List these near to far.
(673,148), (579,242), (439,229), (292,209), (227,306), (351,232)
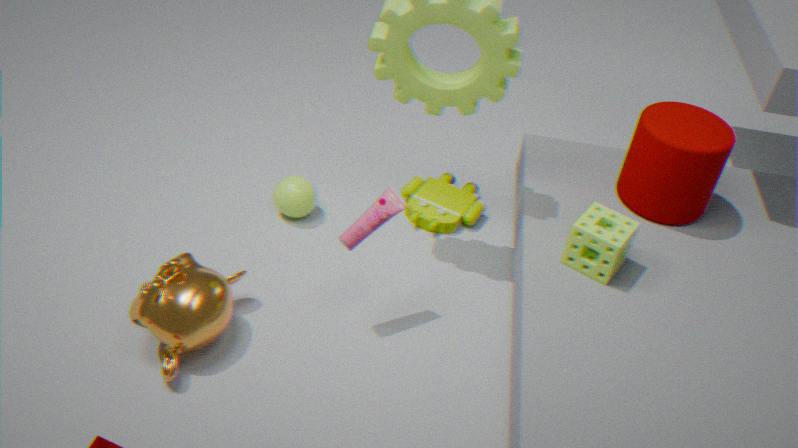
1. (227,306)
2. (351,232)
3. (579,242)
4. (673,148)
5. (292,209)
6. (439,229)
